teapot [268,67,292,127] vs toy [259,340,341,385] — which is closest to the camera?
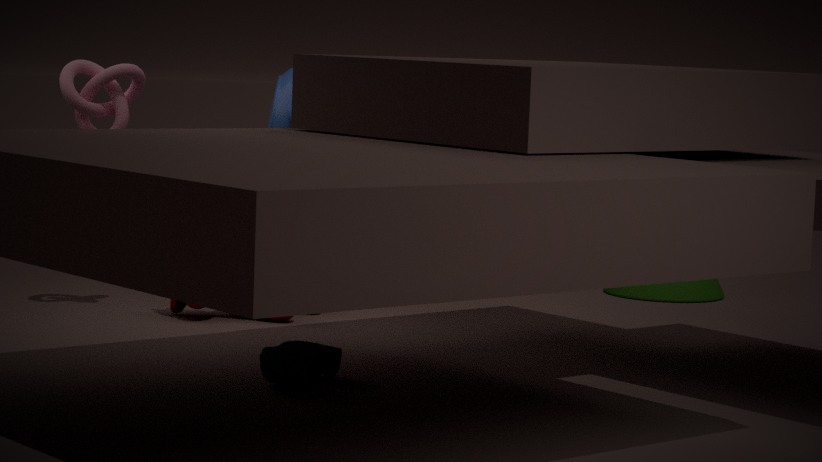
toy [259,340,341,385]
